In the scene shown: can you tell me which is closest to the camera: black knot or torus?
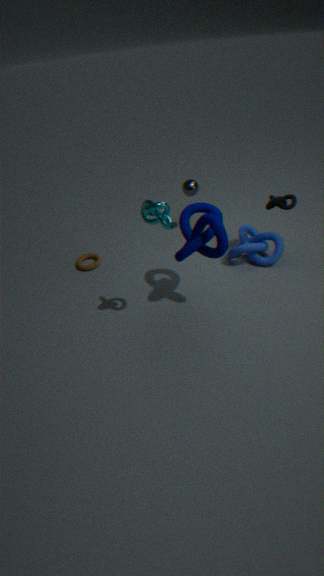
black knot
